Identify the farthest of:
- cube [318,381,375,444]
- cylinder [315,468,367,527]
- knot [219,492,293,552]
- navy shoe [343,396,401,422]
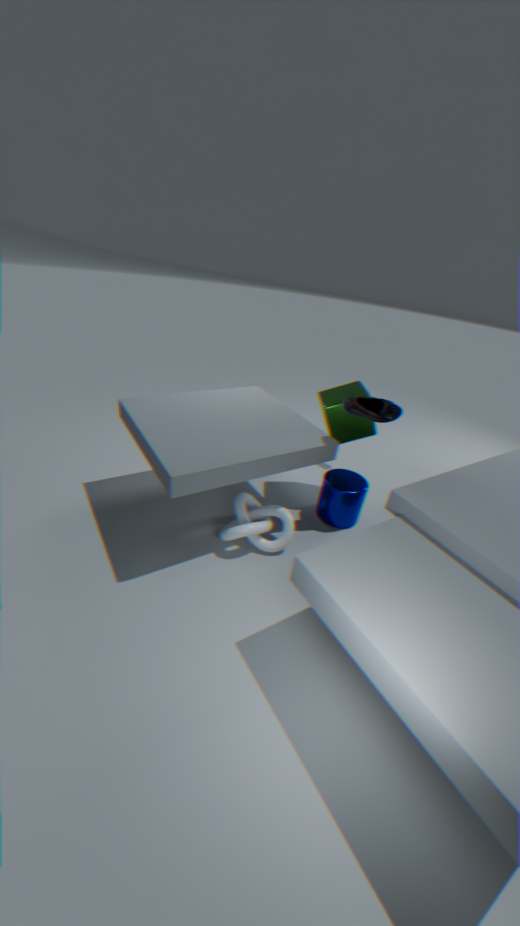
cube [318,381,375,444]
